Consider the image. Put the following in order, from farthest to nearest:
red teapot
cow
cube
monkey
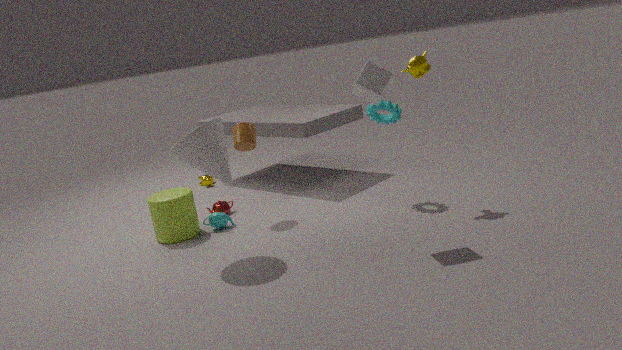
cow, red teapot, monkey, cube
